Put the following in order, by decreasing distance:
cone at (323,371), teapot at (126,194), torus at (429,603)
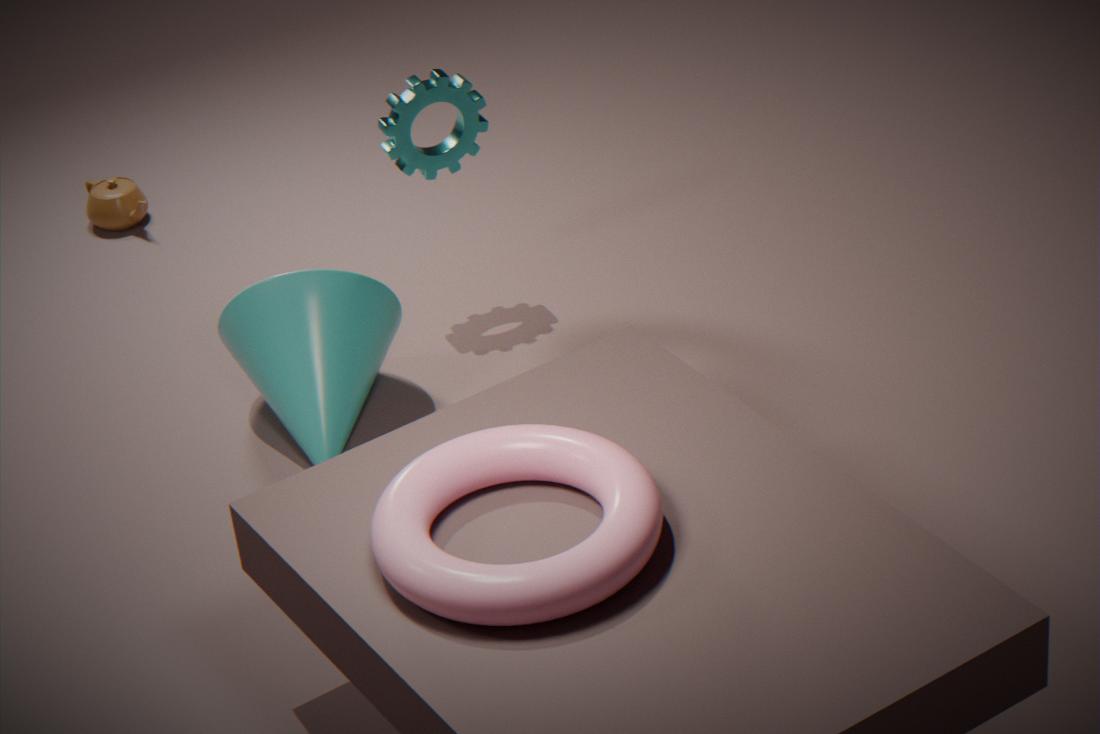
teapot at (126,194)
cone at (323,371)
torus at (429,603)
